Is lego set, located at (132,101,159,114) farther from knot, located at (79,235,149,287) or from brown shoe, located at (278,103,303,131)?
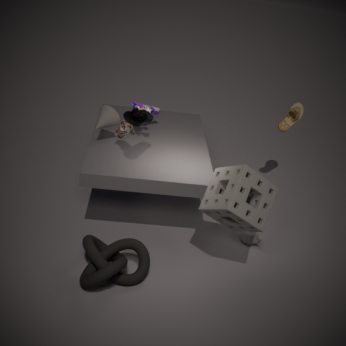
brown shoe, located at (278,103,303,131)
